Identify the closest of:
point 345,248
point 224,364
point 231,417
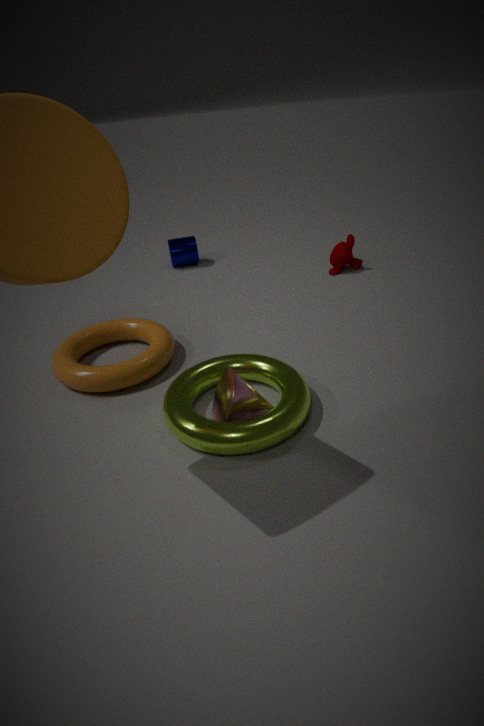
point 231,417
